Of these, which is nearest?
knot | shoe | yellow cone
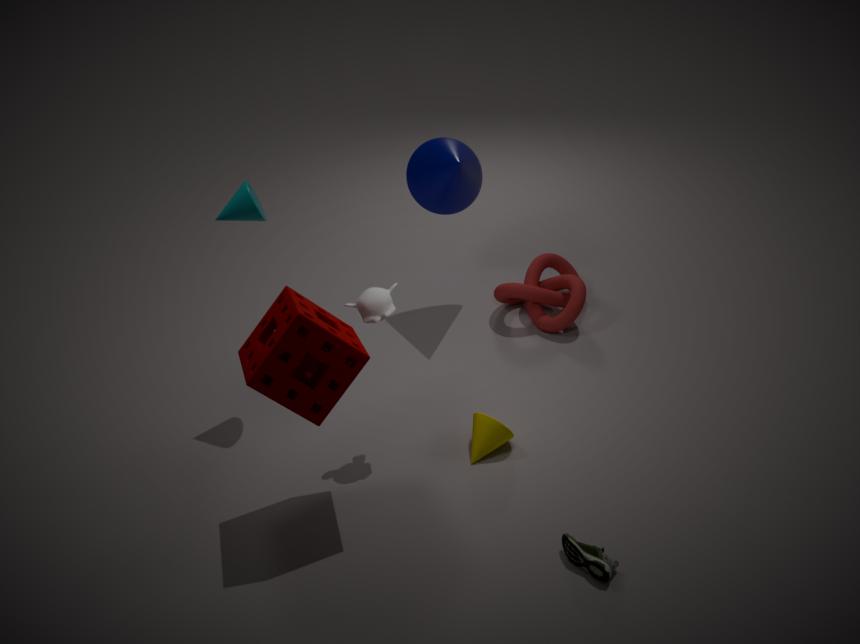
shoe
